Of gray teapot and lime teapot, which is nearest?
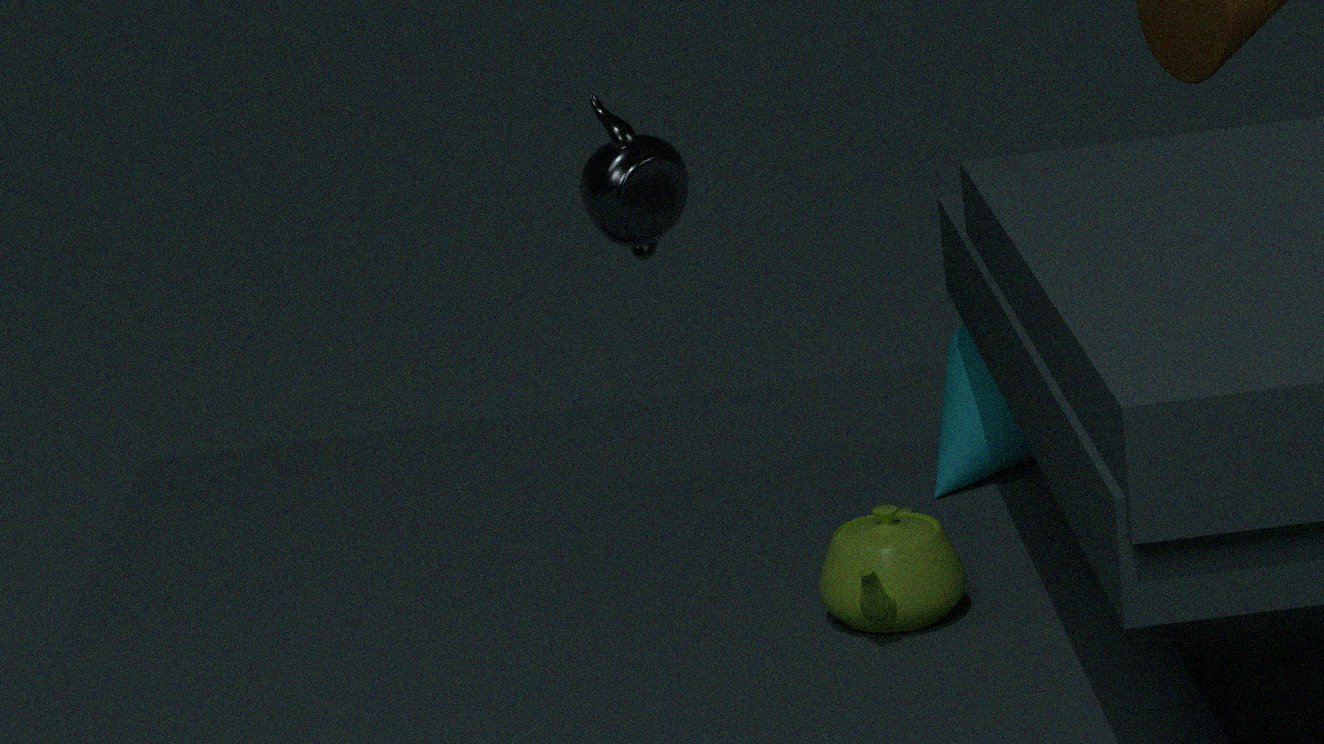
lime teapot
